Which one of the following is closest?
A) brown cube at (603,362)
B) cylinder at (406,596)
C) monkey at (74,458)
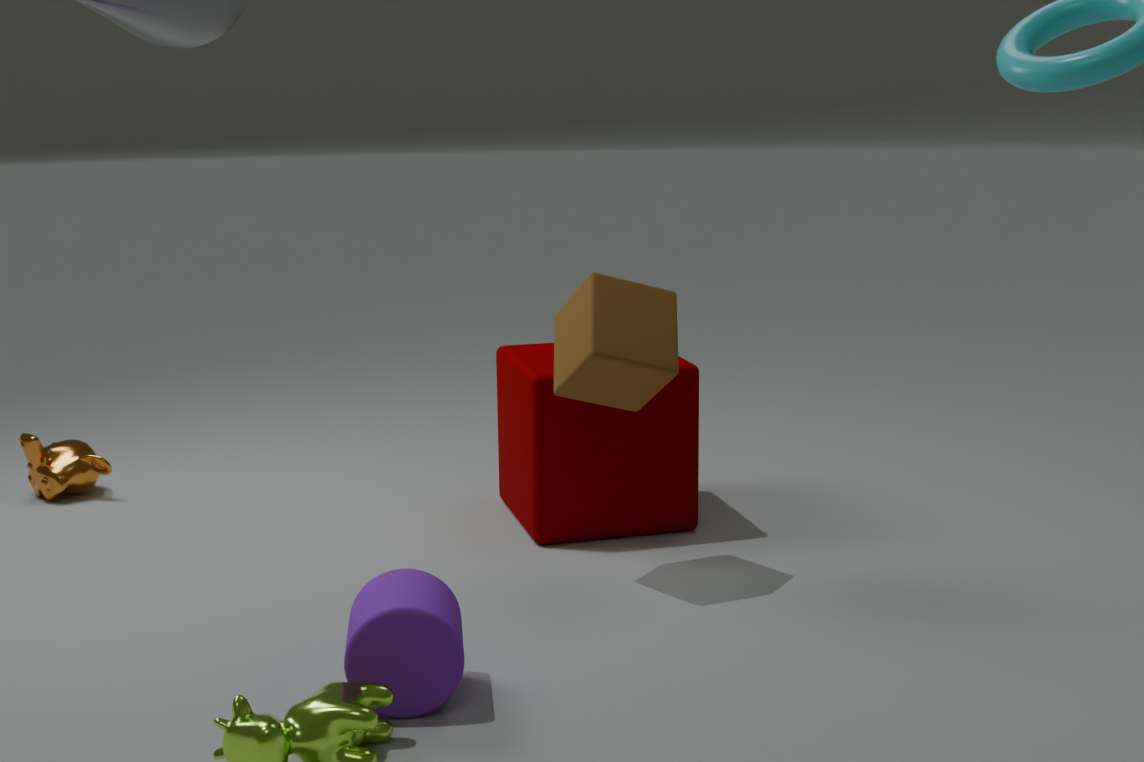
cylinder at (406,596)
